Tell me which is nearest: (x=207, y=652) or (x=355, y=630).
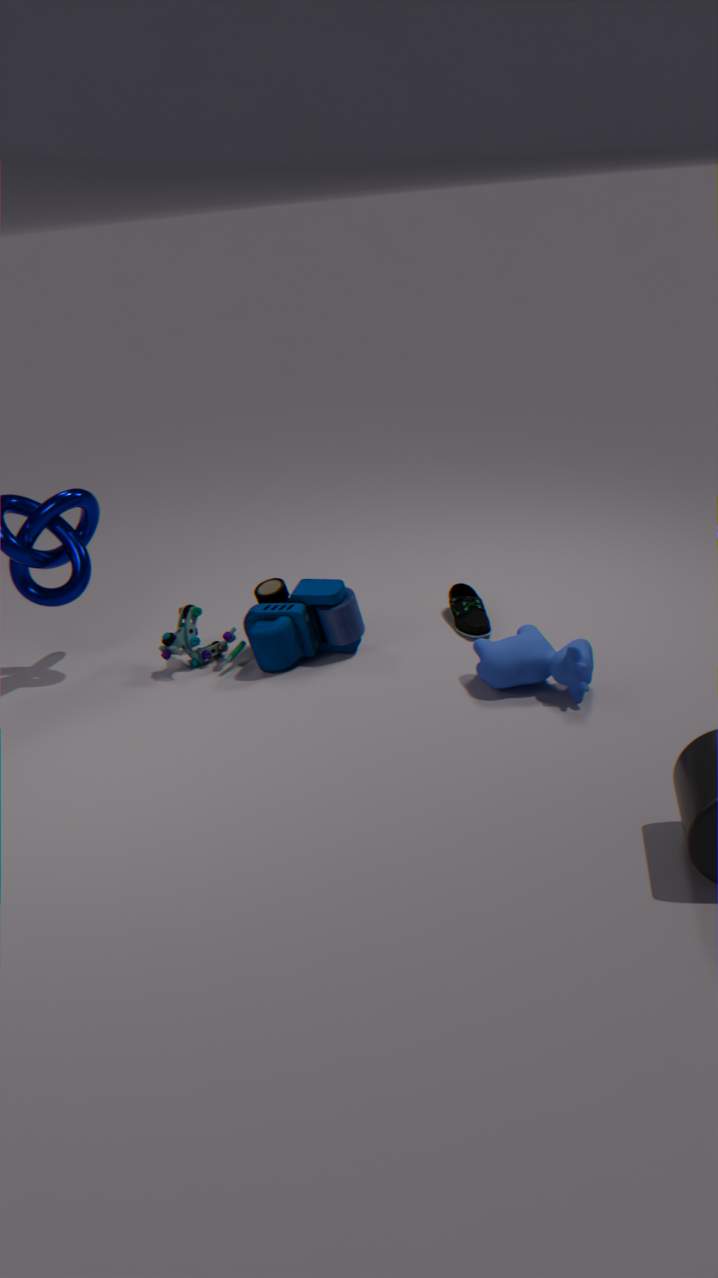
(x=355, y=630)
